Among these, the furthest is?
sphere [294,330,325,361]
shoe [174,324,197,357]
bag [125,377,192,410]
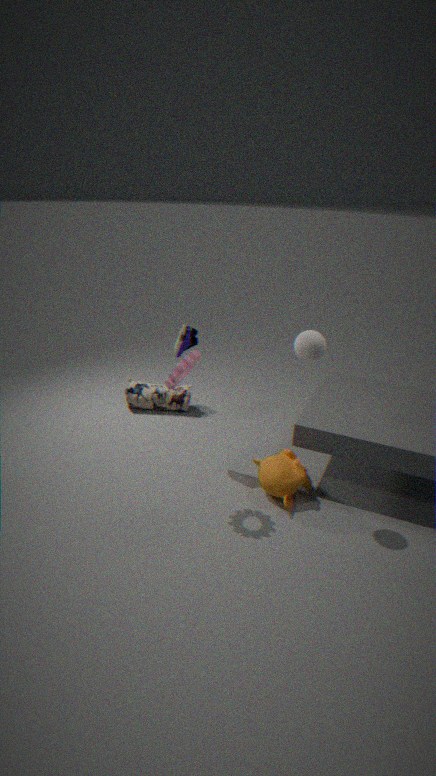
bag [125,377,192,410]
